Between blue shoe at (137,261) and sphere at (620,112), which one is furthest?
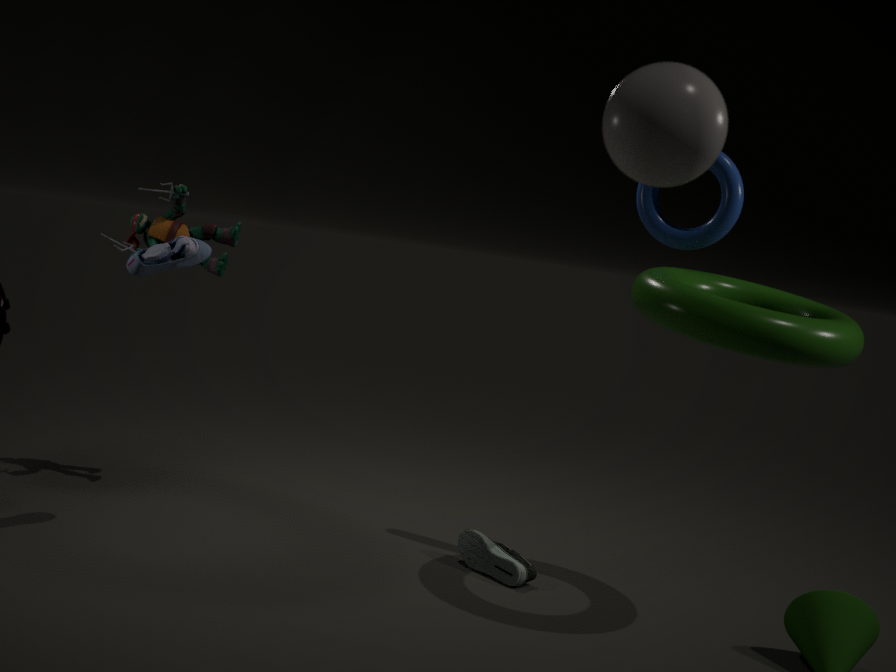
blue shoe at (137,261)
